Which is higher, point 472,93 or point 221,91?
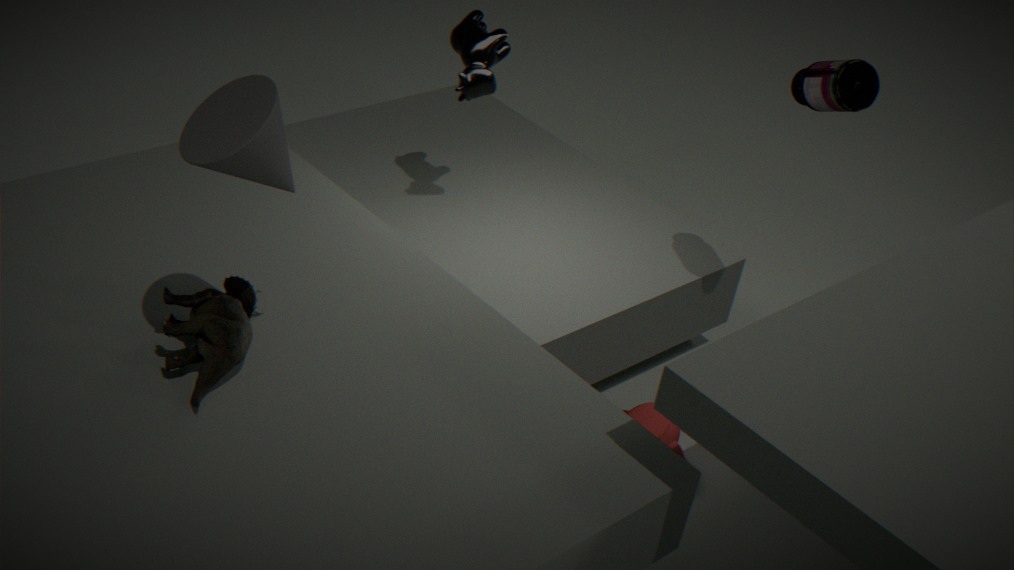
point 221,91
